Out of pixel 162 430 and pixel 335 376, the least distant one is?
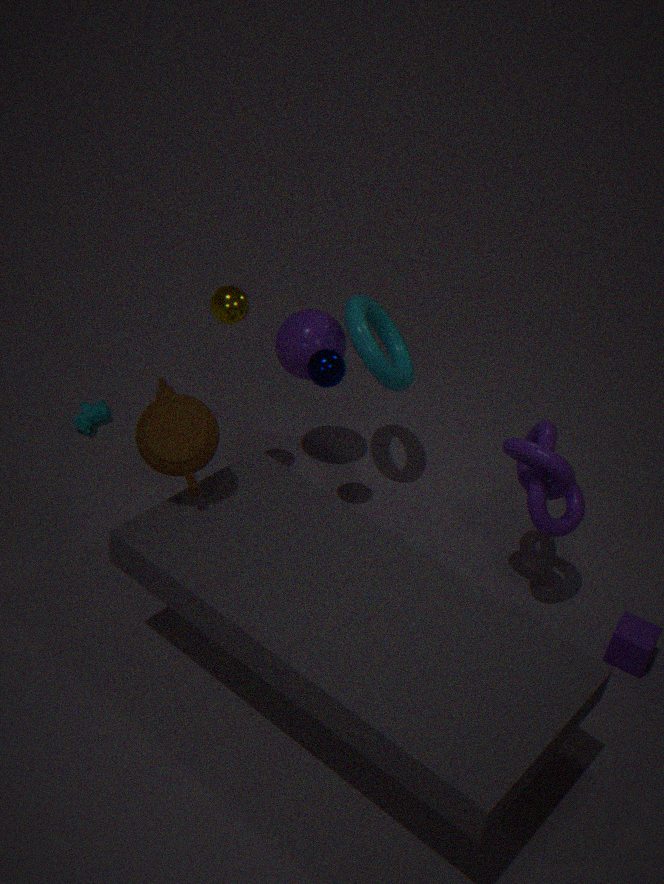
pixel 162 430
